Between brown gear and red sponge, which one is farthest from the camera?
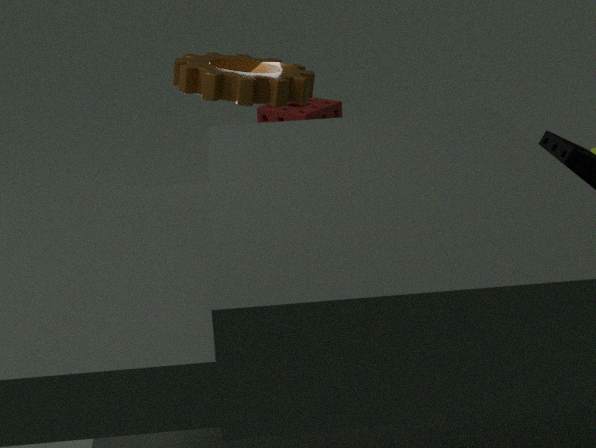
red sponge
